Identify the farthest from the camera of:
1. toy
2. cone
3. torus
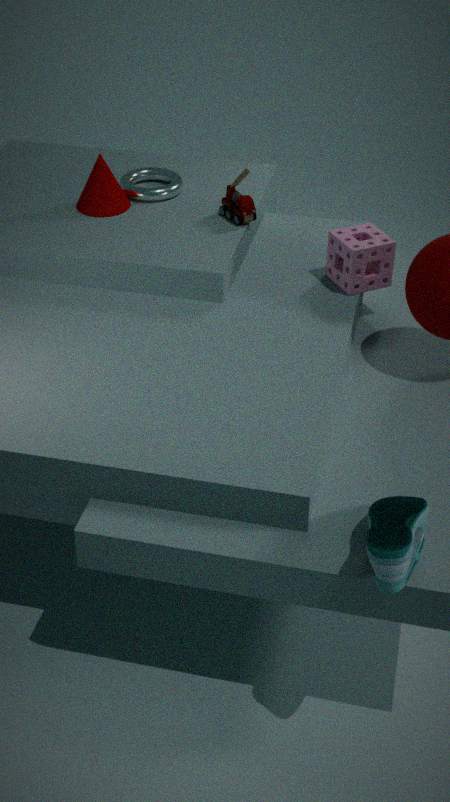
torus
